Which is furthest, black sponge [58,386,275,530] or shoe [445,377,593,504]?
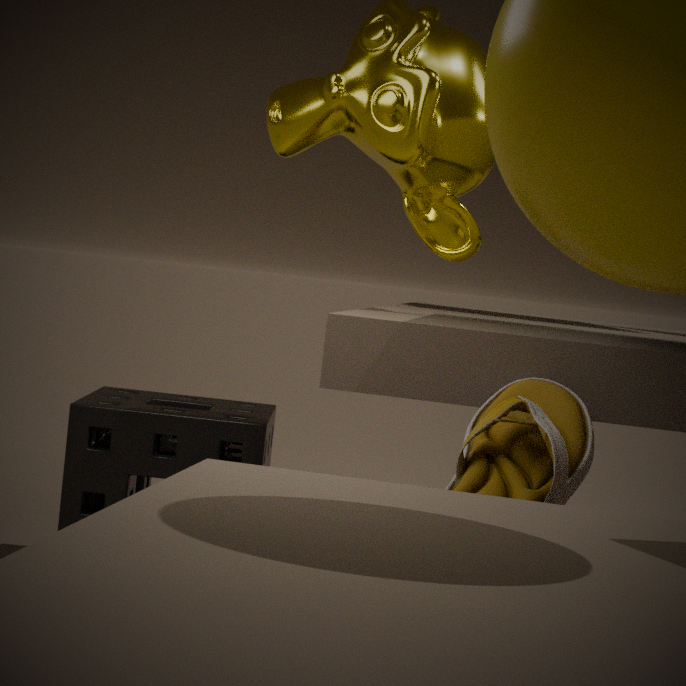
black sponge [58,386,275,530]
